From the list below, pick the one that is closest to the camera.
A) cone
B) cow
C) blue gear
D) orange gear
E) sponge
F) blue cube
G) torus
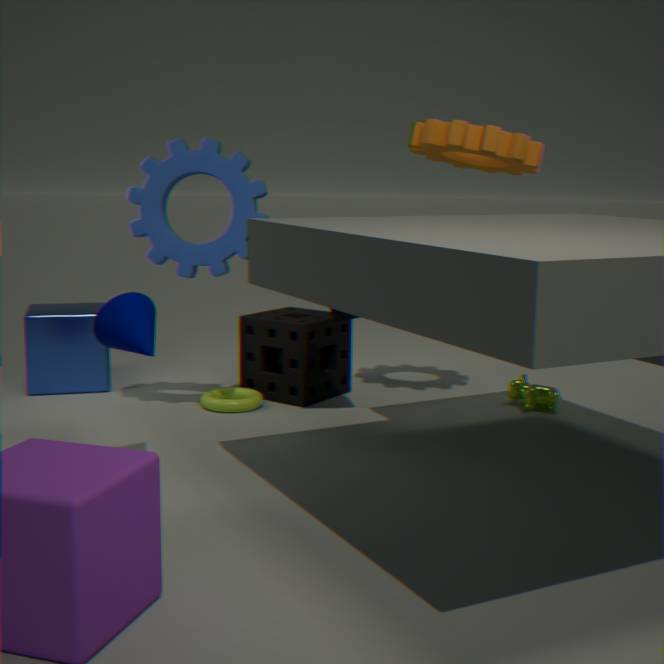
A. cone
